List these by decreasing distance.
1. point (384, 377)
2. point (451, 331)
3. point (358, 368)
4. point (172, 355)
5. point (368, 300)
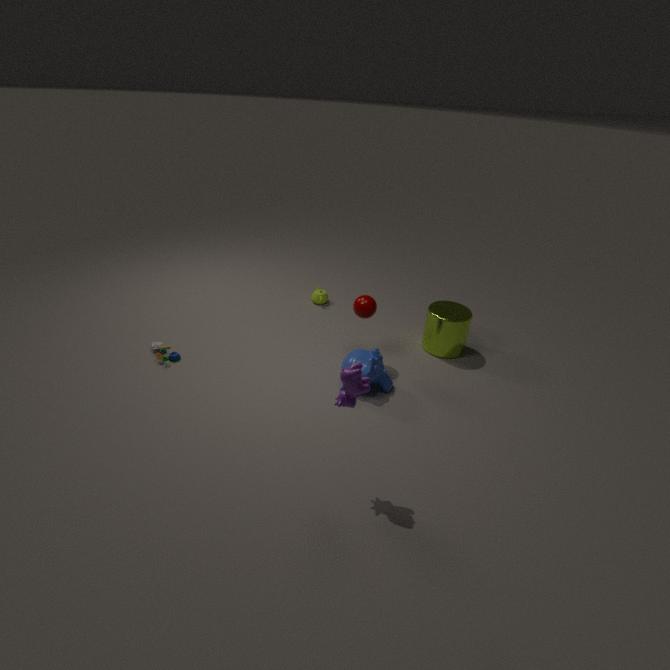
point (451, 331)
point (172, 355)
point (368, 300)
point (384, 377)
point (358, 368)
